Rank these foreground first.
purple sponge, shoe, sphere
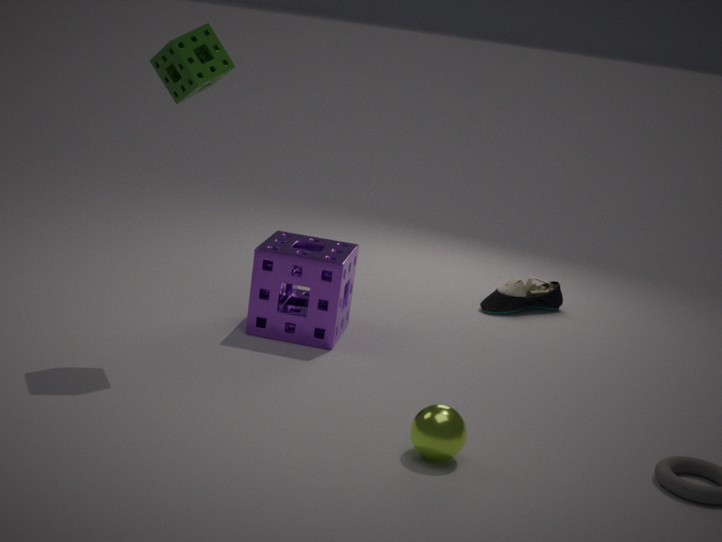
1. sphere
2. purple sponge
3. shoe
